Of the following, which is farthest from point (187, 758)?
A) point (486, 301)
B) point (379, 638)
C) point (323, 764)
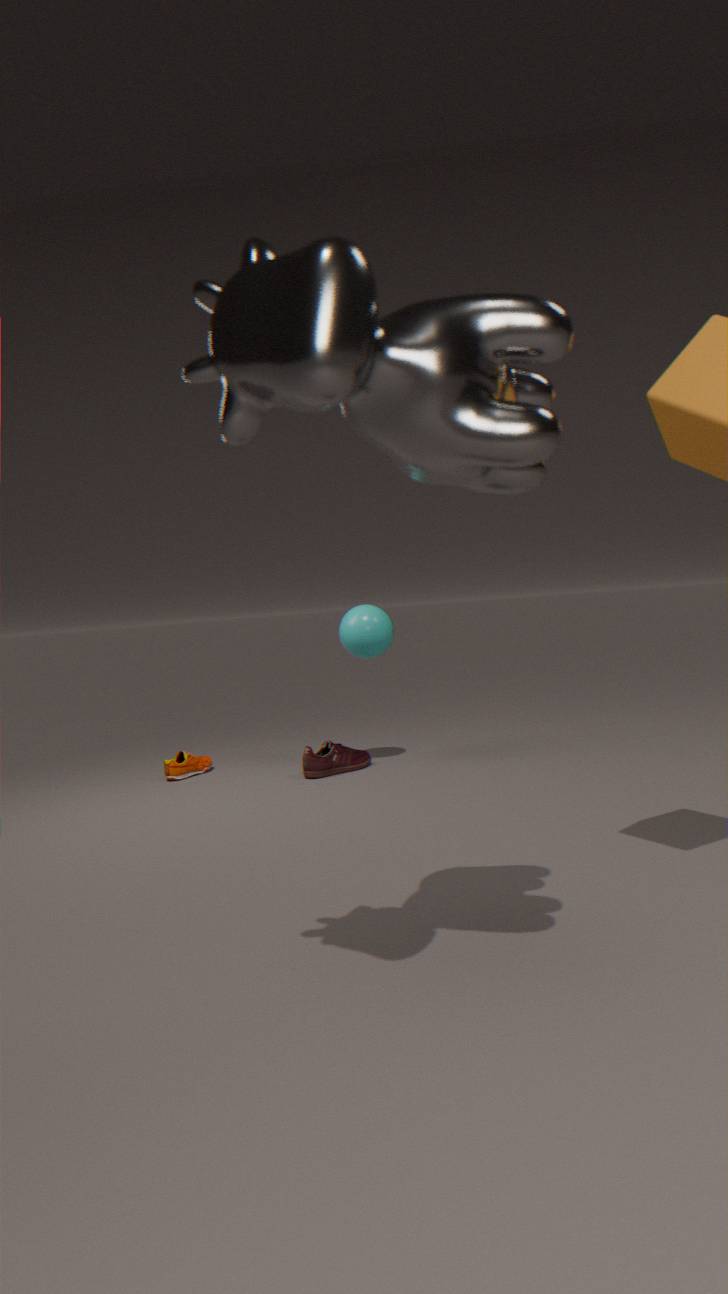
point (486, 301)
